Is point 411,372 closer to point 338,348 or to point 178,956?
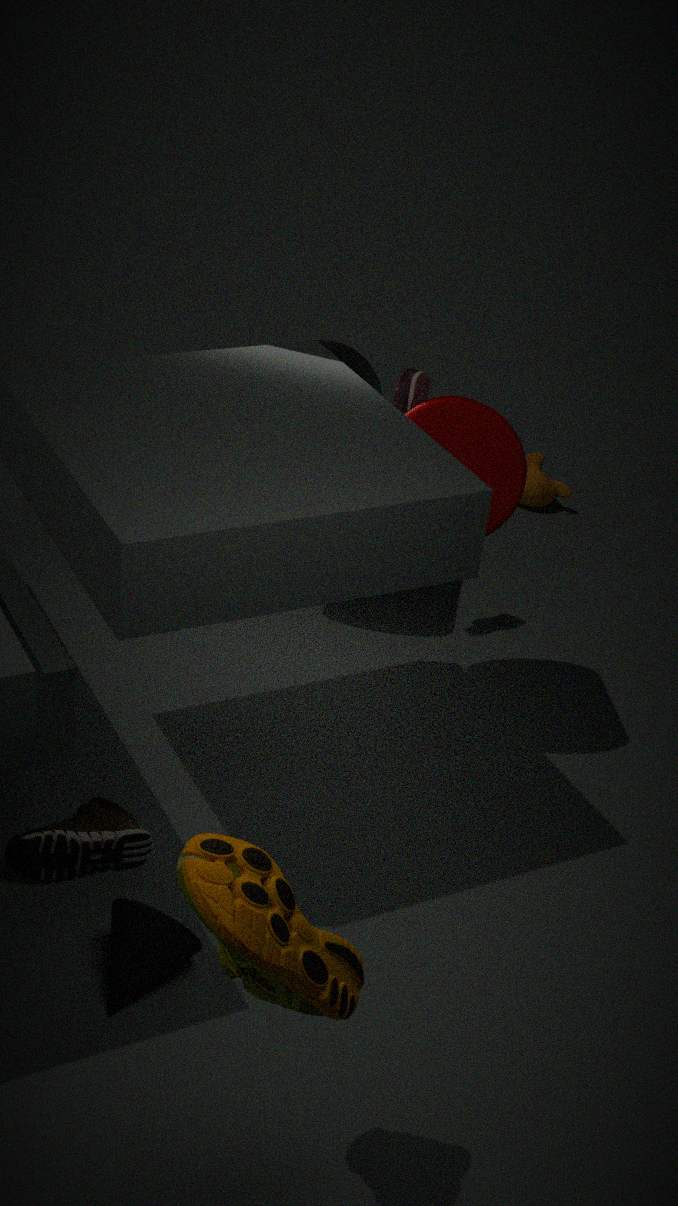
point 338,348
